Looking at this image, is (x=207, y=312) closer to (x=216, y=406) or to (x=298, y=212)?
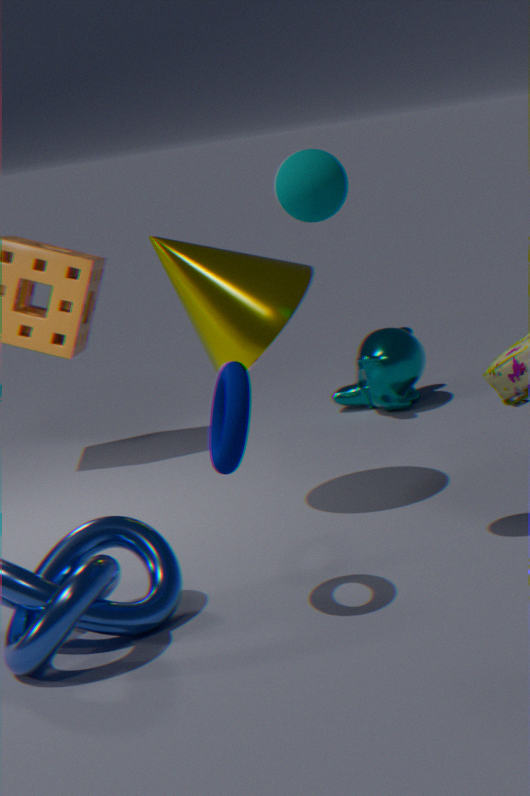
(x=298, y=212)
